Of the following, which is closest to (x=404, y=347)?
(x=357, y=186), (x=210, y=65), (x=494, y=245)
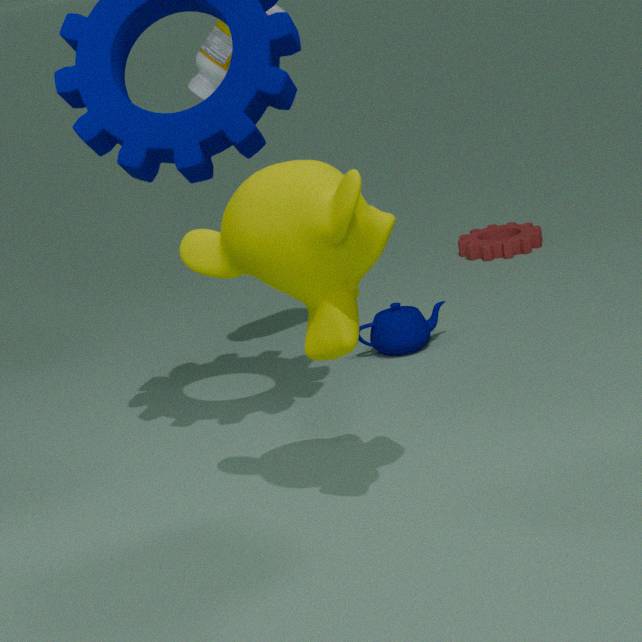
(x=210, y=65)
